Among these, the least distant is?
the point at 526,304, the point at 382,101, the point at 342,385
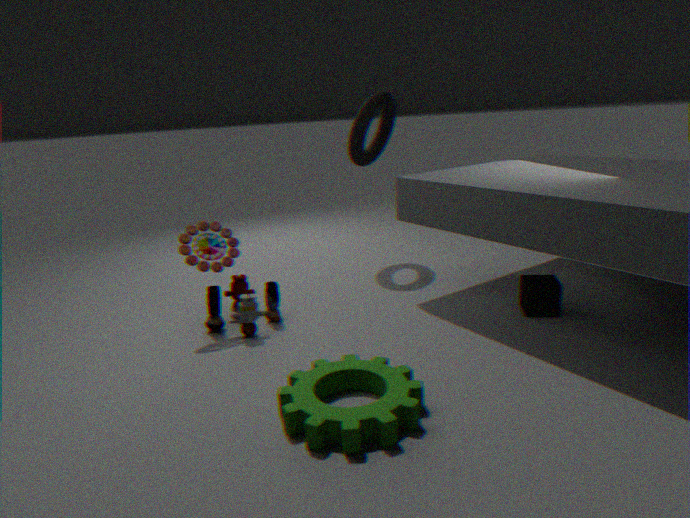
the point at 342,385
